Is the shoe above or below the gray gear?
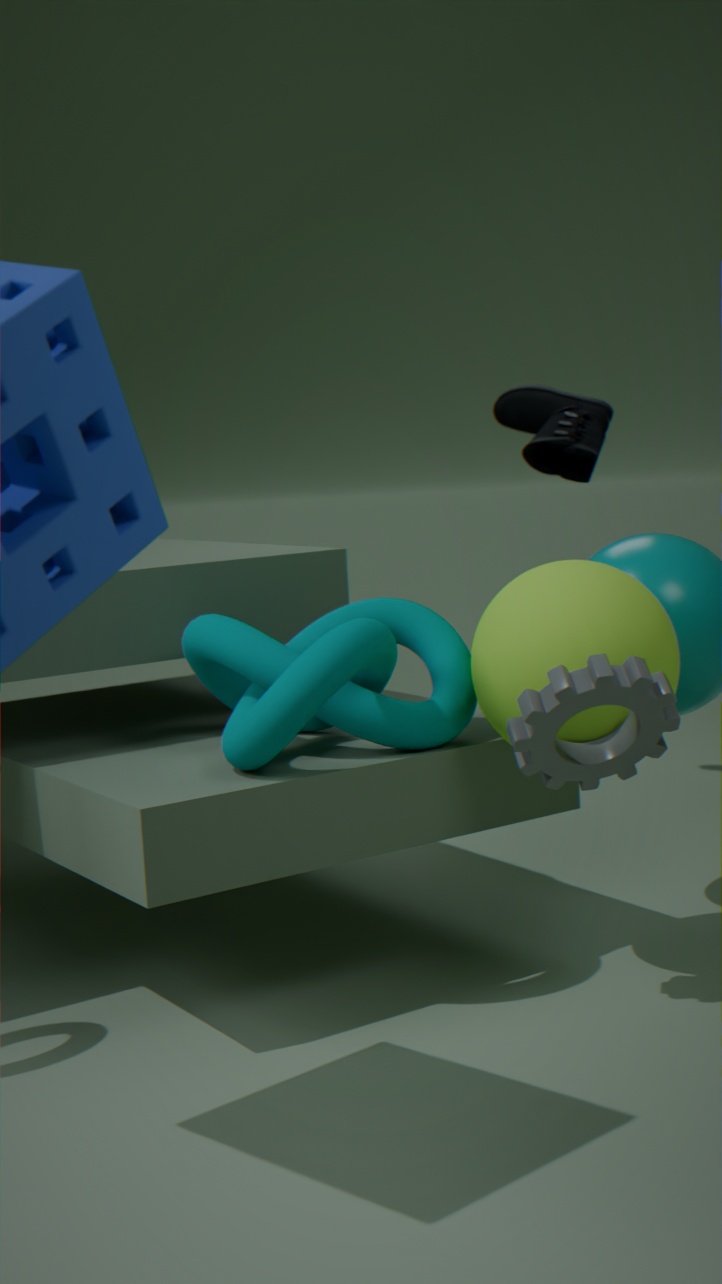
above
